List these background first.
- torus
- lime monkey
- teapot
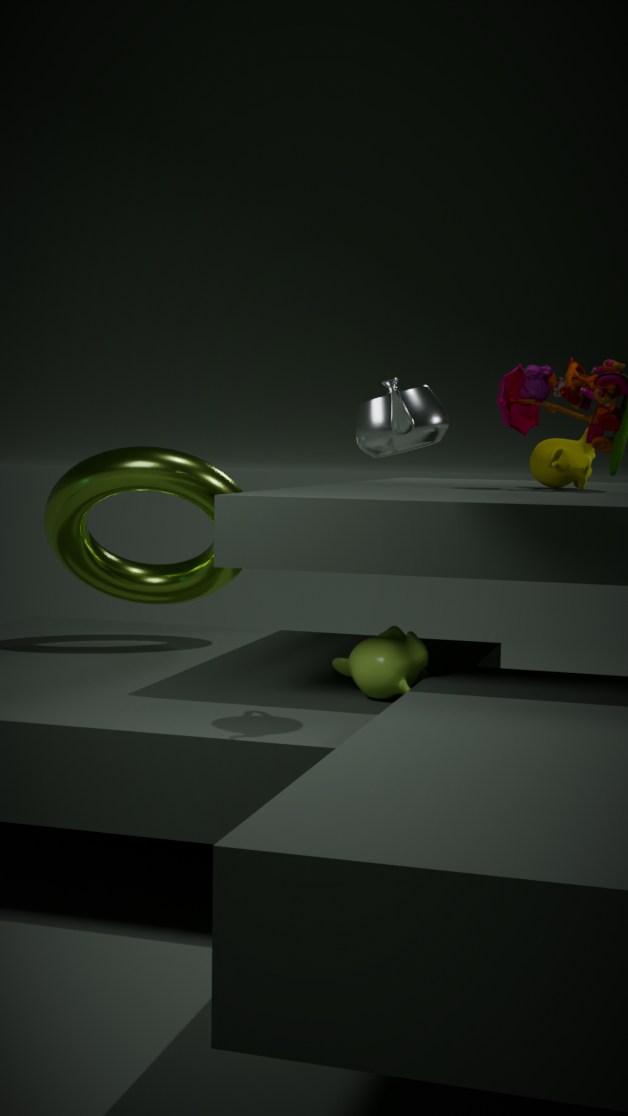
torus → lime monkey → teapot
